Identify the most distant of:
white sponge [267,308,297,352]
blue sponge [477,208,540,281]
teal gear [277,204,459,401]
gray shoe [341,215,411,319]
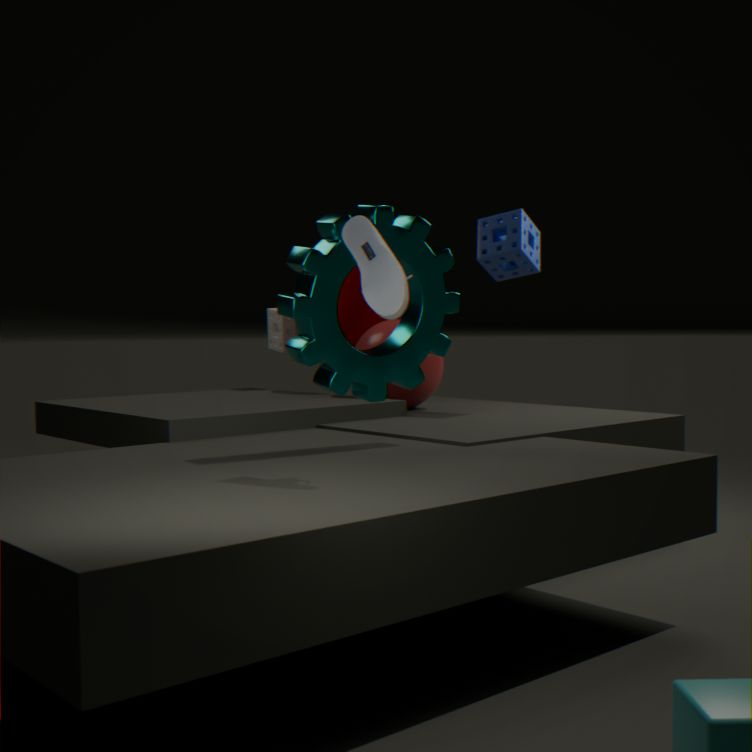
white sponge [267,308,297,352]
